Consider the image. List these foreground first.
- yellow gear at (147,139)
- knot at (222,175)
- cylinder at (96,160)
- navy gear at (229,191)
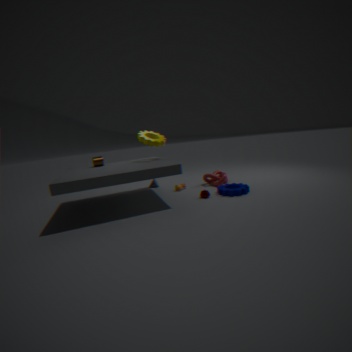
navy gear at (229,191) < yellow gear at (147,139) < cylinder at (96,160) < knot at (222,175)
